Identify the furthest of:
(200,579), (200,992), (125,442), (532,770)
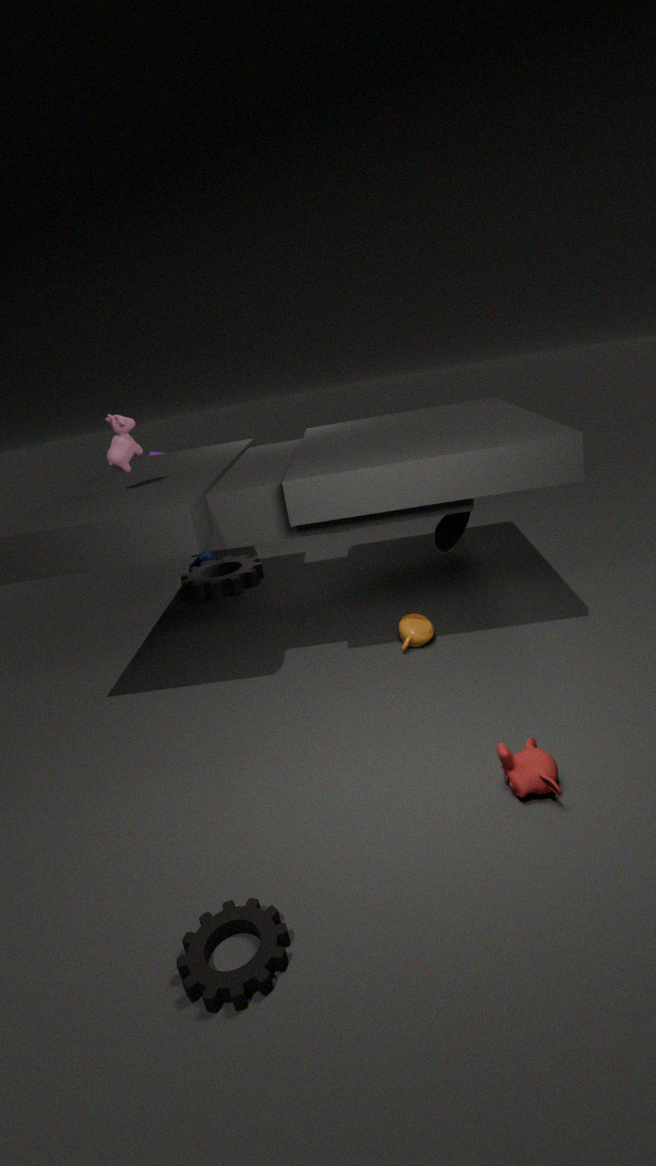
(200,579)
